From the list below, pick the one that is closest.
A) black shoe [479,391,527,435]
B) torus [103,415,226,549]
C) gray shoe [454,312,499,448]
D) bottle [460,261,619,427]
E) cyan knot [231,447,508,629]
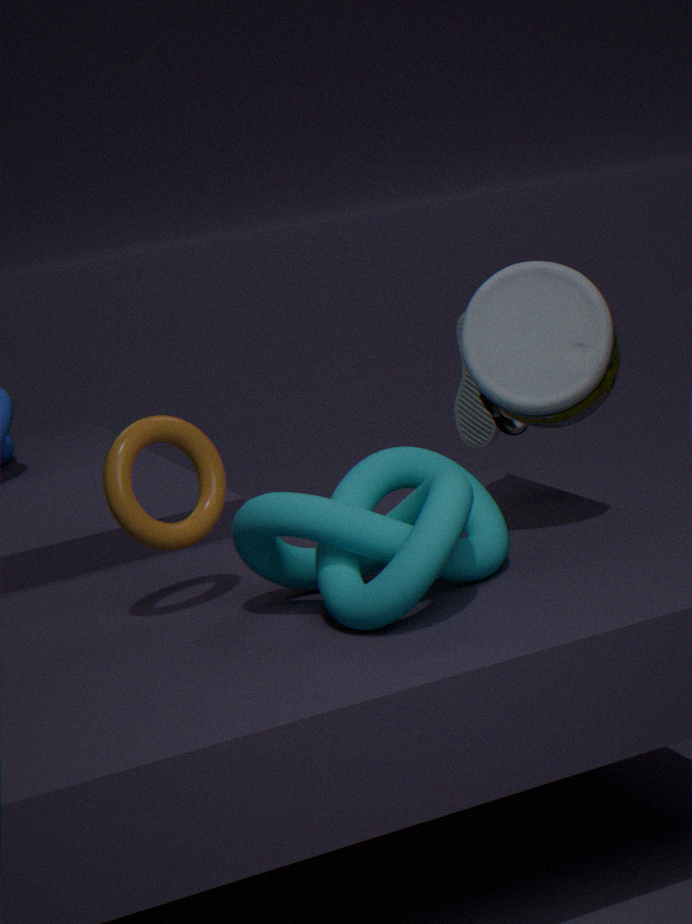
cyan knot [231,447,508,629]
